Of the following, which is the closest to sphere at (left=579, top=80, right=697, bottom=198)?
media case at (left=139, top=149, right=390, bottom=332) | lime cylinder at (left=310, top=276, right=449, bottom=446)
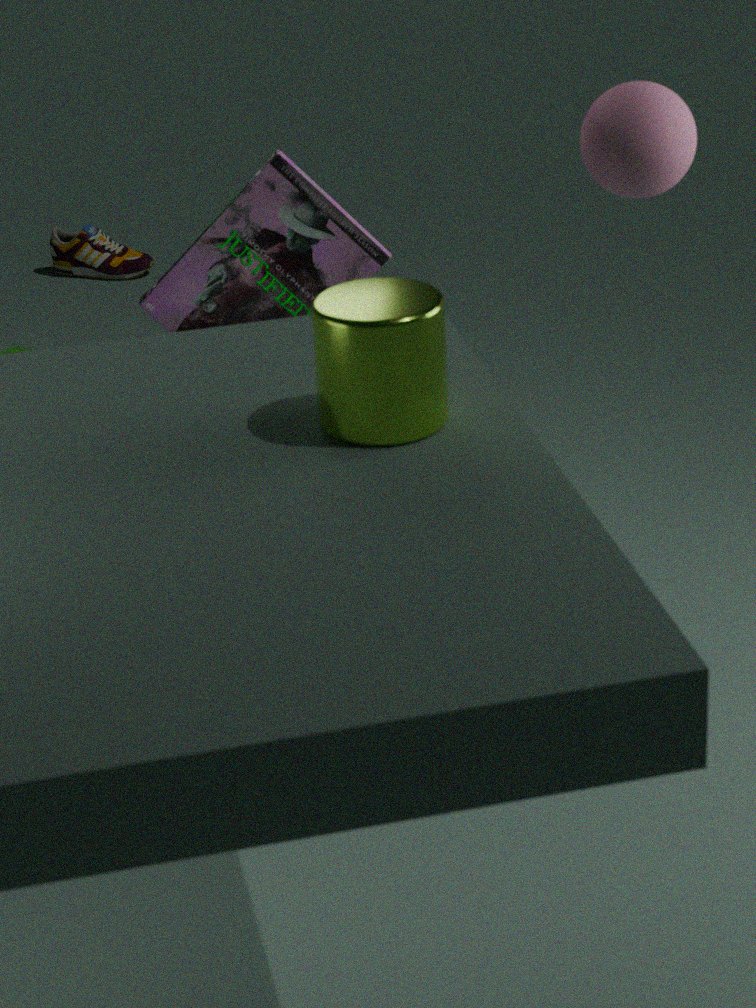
lime cylinder at (left=310, top=276, right=449, bottom=446)
